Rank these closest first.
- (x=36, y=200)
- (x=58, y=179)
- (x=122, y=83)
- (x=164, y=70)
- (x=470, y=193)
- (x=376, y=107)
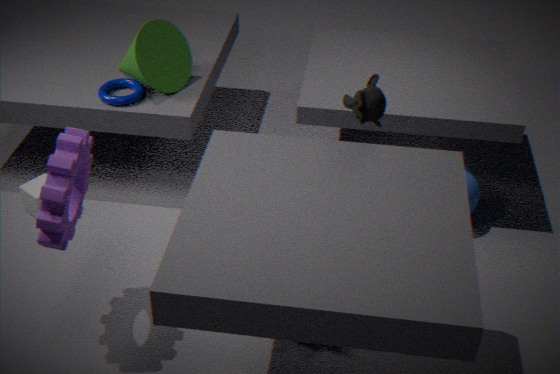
(x=58, y=179) → (x=376, y=107) → (x=470, y=193) → (x=36, y=200) → (x=164, y=70) → (x=122, y=83)
